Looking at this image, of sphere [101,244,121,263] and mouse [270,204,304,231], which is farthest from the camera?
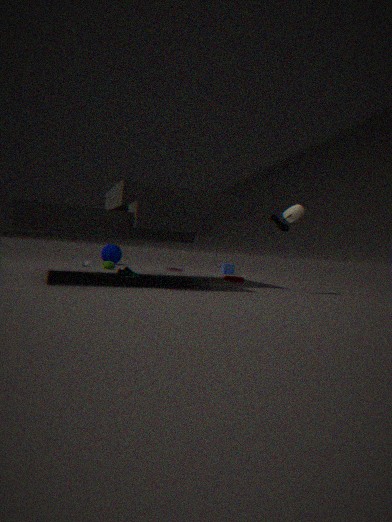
sphere [101,244,121,263]
